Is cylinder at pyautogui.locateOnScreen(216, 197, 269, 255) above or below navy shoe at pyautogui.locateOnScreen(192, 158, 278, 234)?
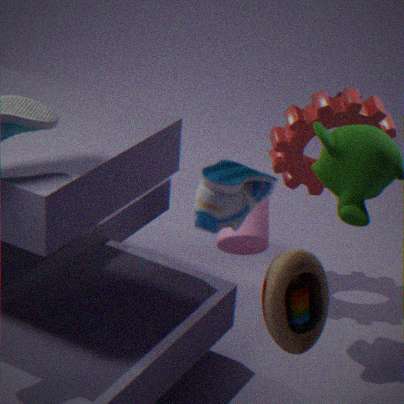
below
